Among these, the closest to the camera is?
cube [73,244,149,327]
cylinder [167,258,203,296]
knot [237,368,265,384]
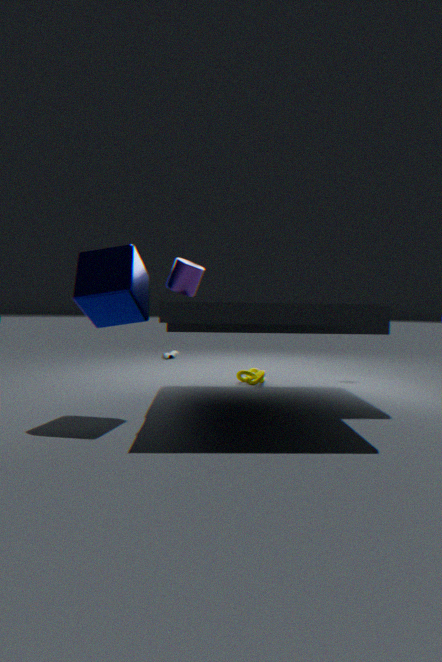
cylinder [167,258,203,296]
